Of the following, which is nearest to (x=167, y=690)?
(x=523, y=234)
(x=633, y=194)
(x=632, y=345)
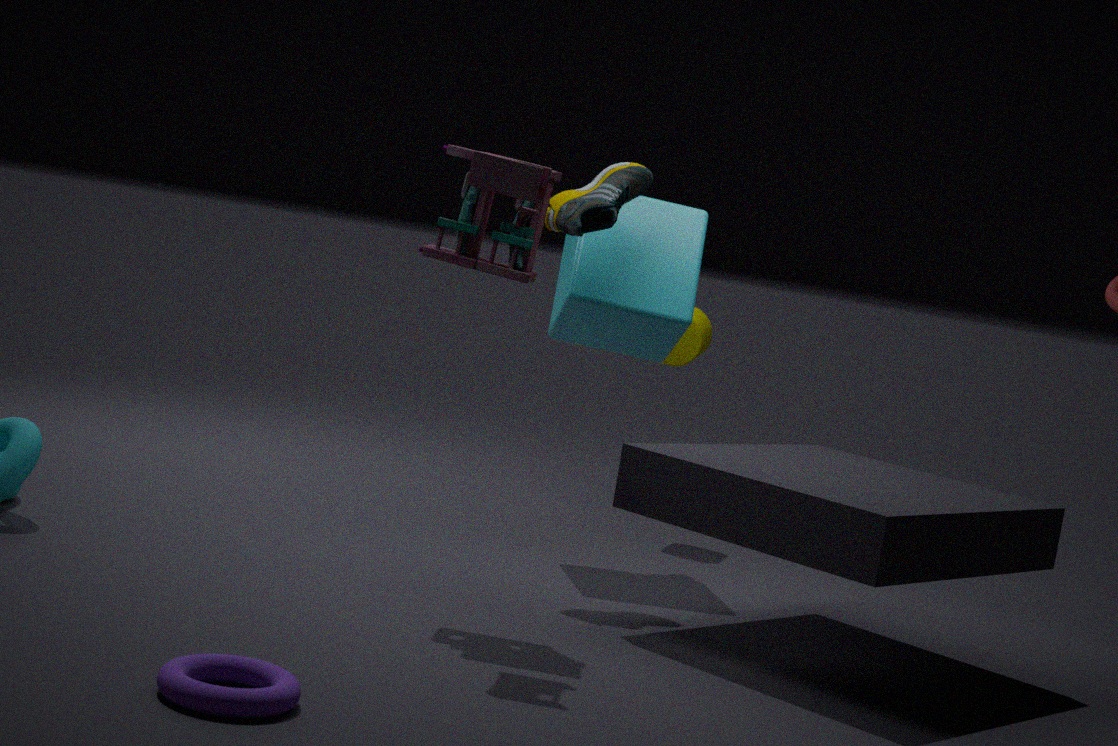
(x=523, y=234)
